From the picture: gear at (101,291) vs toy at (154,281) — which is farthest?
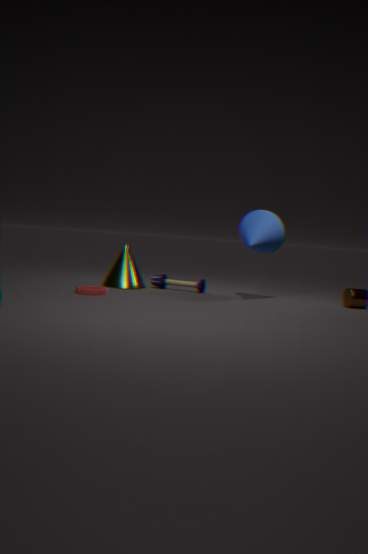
toy at (154,281)
